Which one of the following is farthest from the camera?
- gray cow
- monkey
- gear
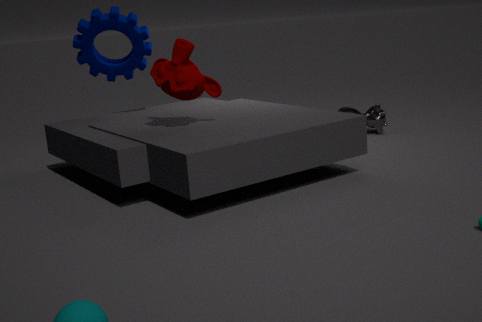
gray cow
